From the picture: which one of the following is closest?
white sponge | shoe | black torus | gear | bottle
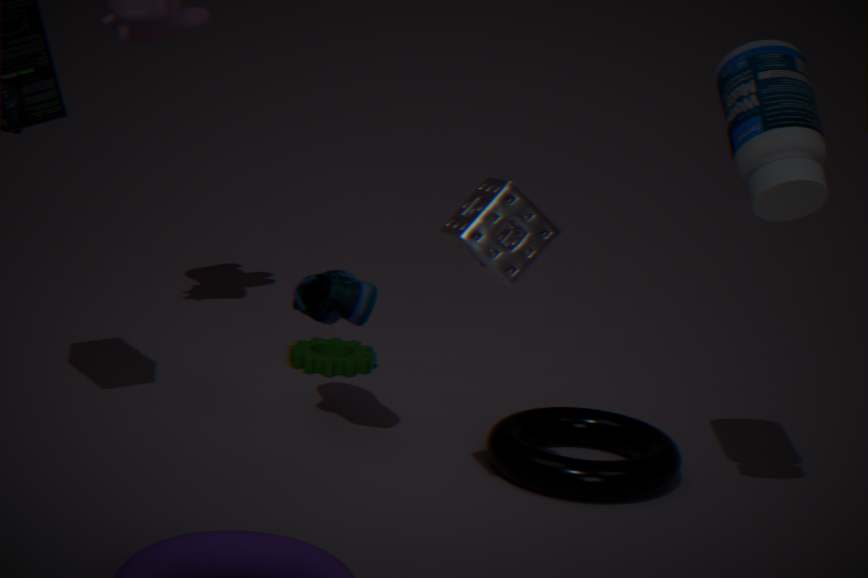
bottle
